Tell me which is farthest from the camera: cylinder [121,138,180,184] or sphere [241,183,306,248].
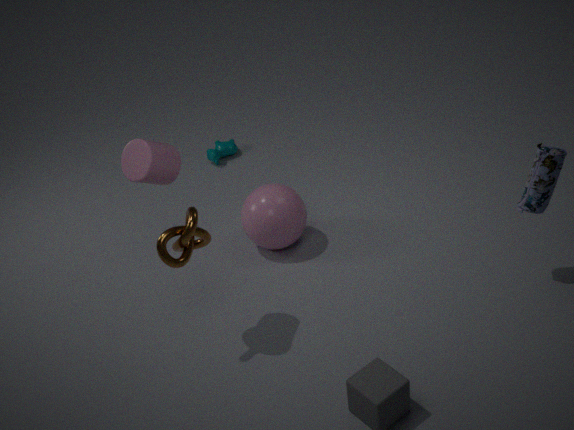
sphere [241,183,306,248]
